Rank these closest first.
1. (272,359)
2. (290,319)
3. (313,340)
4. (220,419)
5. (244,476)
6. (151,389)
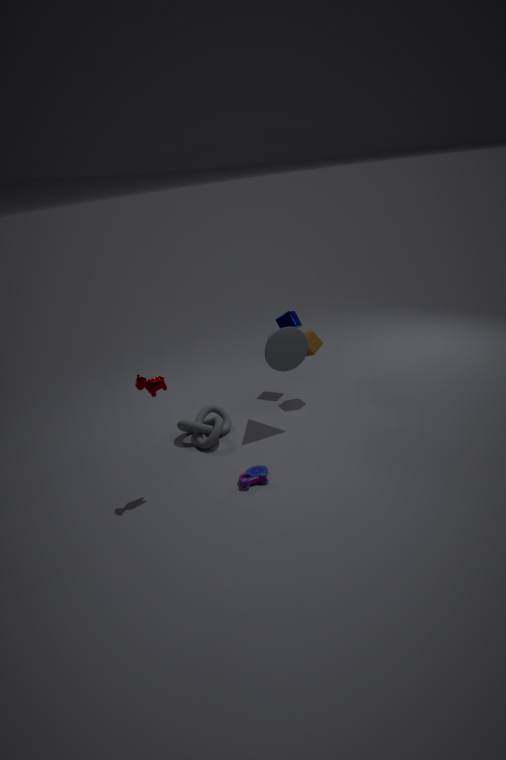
1. (151,389)
2. (244,476)
3. (272,359)
4. (220,419)
5. (313,340)
6. (290,319)
